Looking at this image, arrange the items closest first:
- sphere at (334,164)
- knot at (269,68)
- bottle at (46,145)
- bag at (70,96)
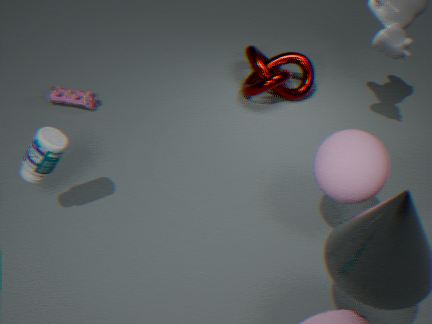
sphere at (334,164), bottle at (46,145), bag at (70,96), knot at (269,68)
